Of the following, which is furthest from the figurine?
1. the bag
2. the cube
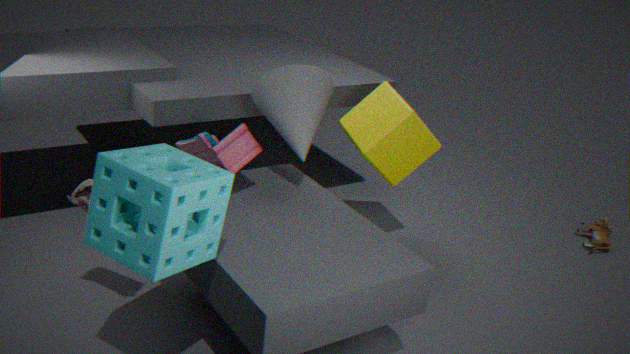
the bag
